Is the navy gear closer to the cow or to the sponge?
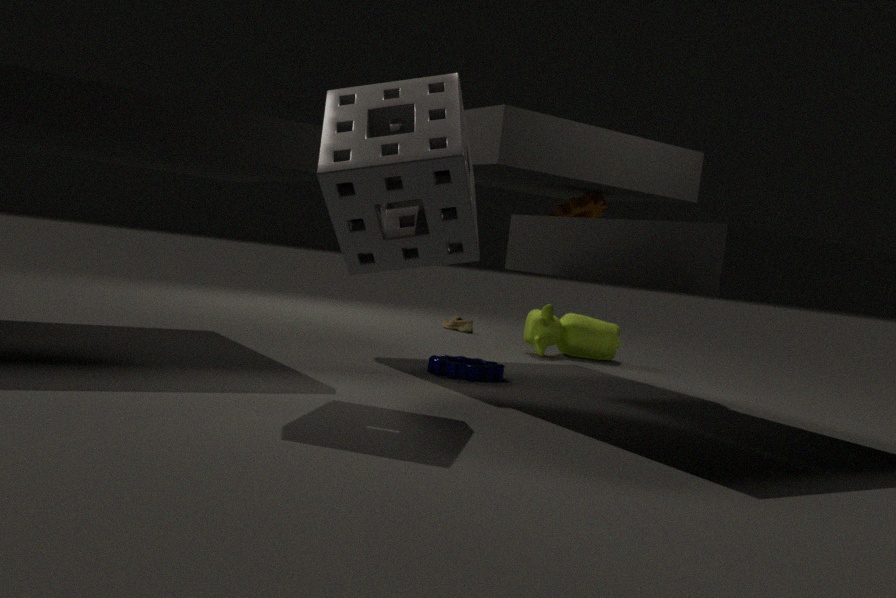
the sponge
